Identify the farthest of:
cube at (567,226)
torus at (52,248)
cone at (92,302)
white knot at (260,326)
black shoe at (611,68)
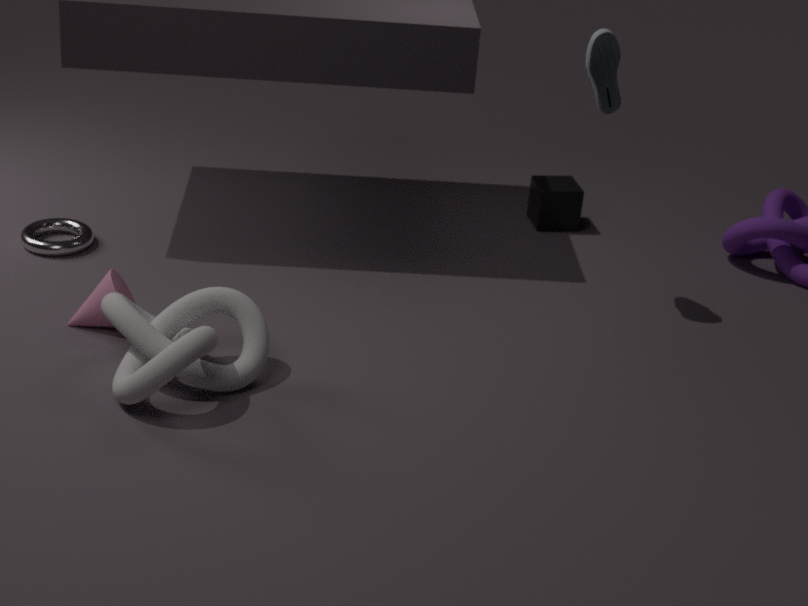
cube at (567,226)
